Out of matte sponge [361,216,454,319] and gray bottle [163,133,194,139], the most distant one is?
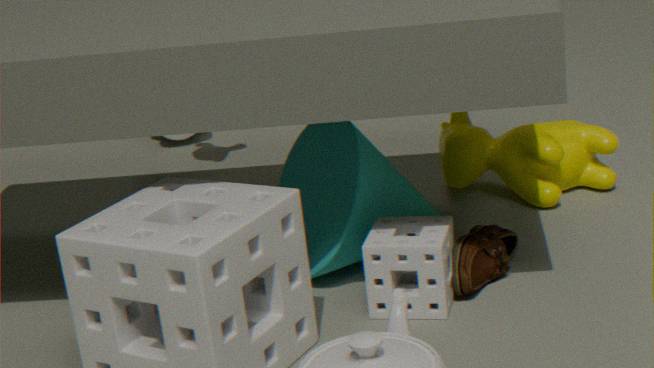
gray bottle [163,133,194,139]
